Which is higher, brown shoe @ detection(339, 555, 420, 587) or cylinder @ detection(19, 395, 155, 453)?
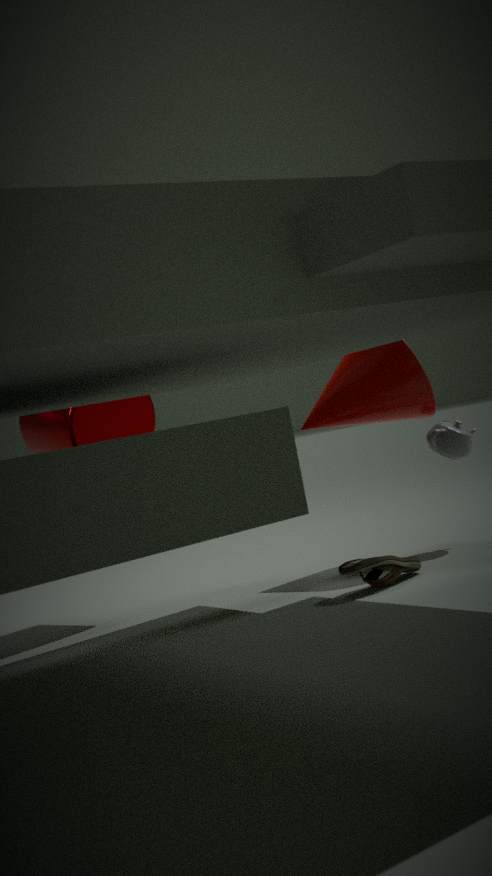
cylinder @ detection(19, 395, 155, 453)
